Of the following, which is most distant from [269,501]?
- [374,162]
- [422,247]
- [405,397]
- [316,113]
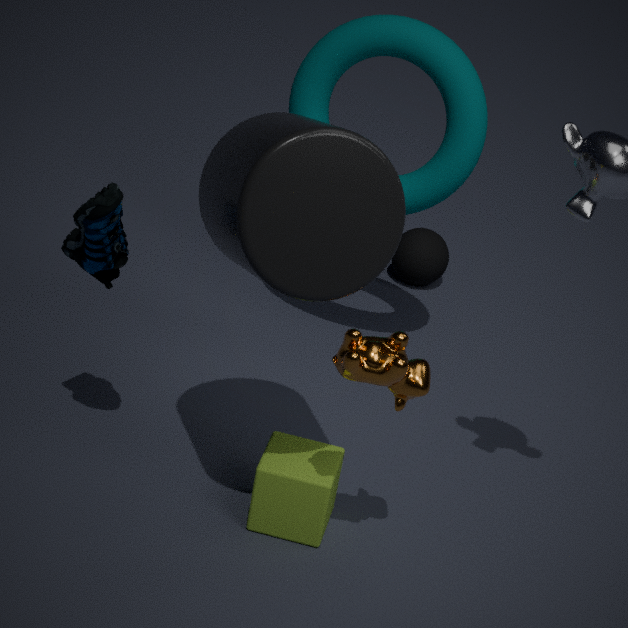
[422,247]
